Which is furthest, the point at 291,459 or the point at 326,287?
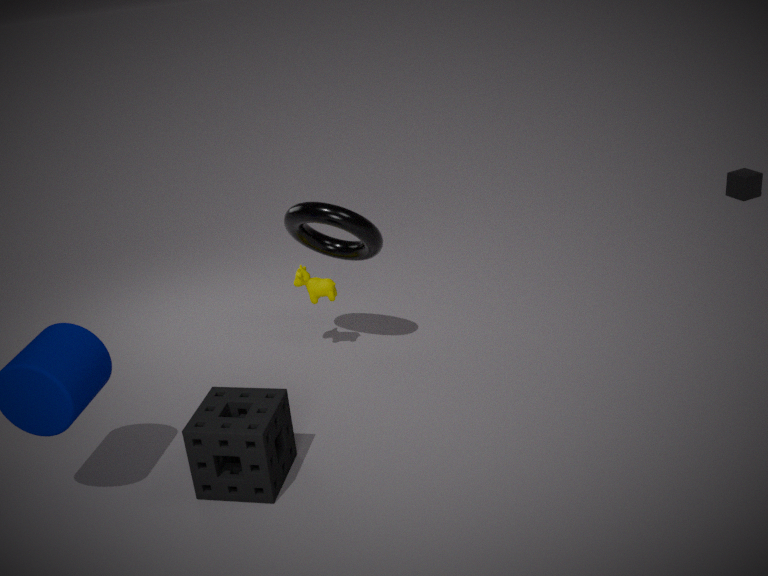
the point at 326,287
